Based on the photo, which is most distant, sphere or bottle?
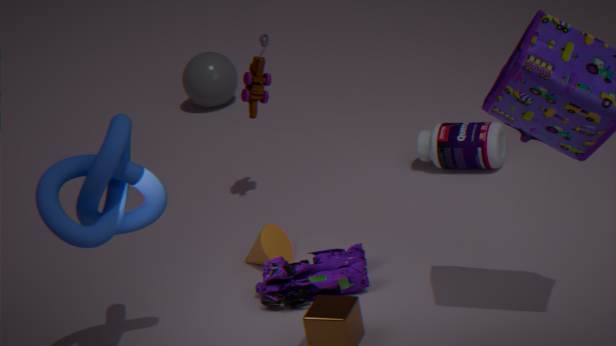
sphere
